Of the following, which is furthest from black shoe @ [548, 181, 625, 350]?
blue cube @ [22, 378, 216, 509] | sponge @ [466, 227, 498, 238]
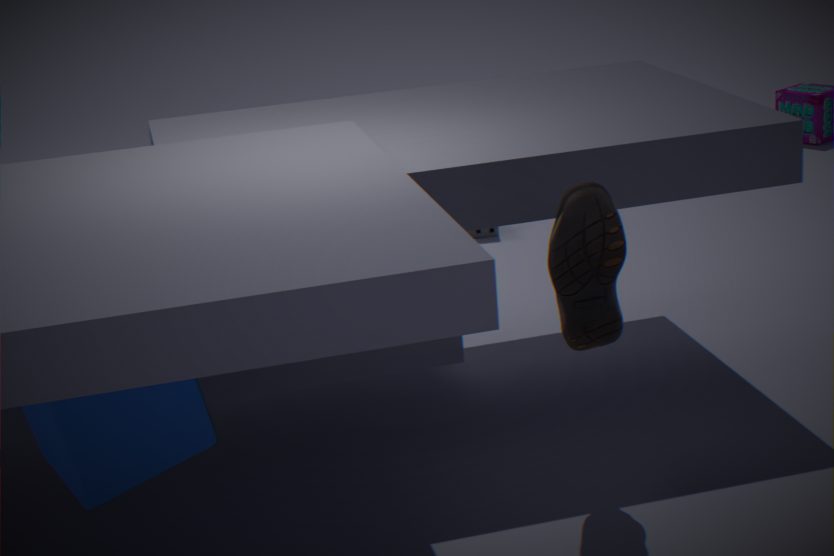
sponge @ [466, 227, 498, 238]
